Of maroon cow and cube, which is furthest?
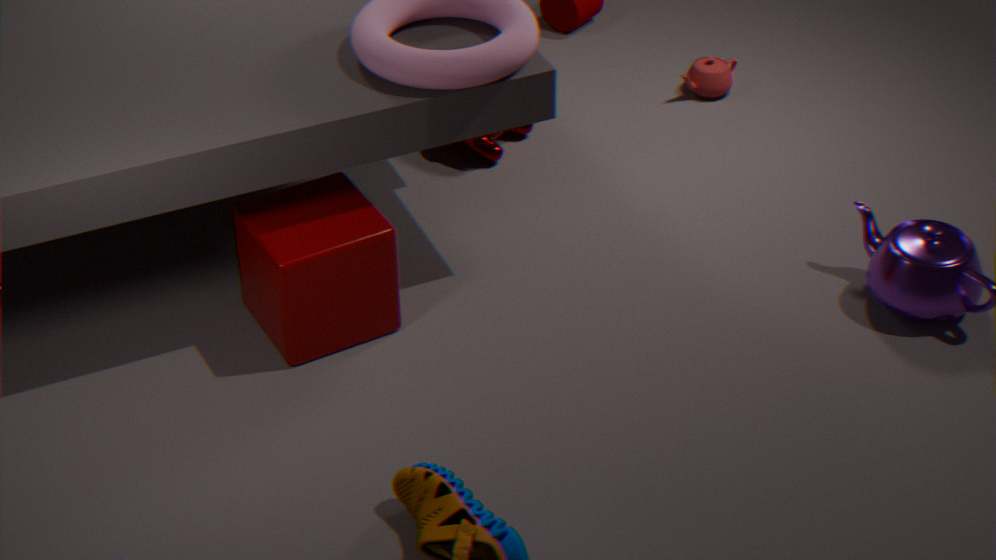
maroon cow
